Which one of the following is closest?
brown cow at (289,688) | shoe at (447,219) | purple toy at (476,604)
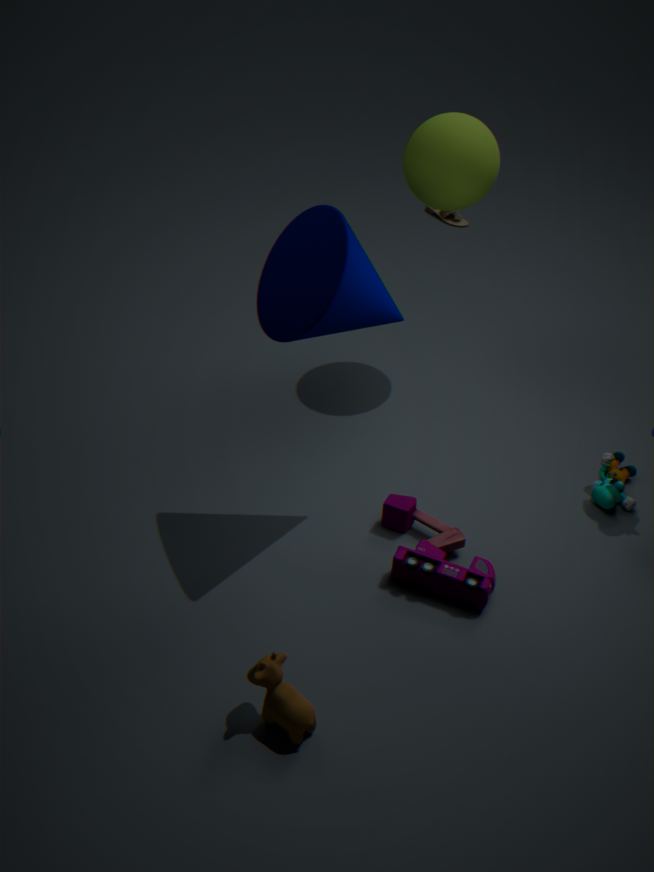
brown cow at (289,688)
